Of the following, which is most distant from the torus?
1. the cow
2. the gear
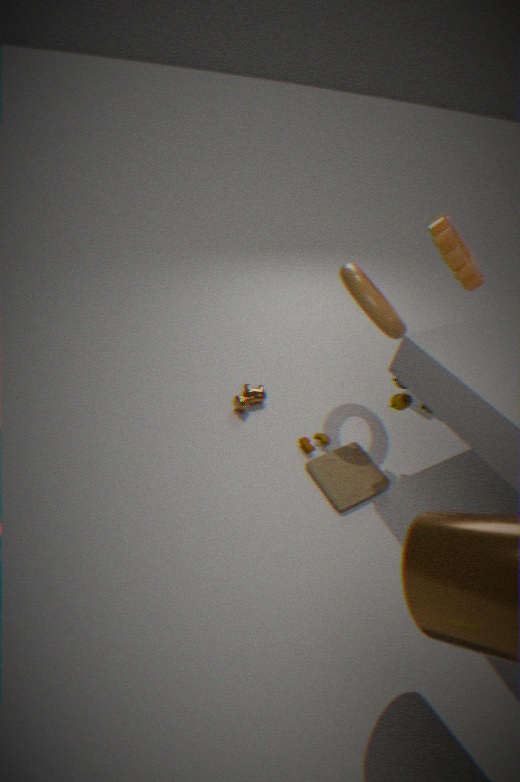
the cow
